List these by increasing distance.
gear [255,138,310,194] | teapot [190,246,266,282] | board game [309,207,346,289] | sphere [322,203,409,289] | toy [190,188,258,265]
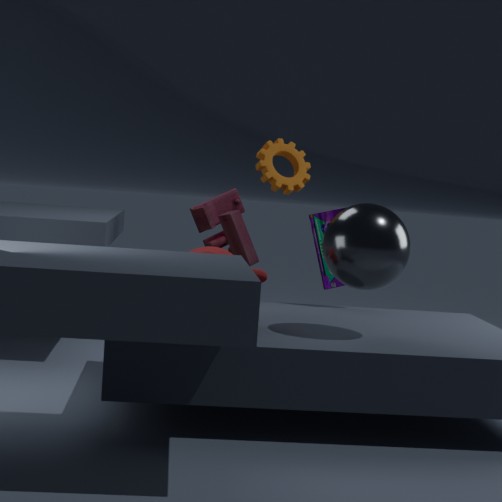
sphere [322,203,409,289] → teapot [190,246,266,282] → gear [255,138,310,194] → board game [309,207,346,289] → toy [190,188,258,265]
